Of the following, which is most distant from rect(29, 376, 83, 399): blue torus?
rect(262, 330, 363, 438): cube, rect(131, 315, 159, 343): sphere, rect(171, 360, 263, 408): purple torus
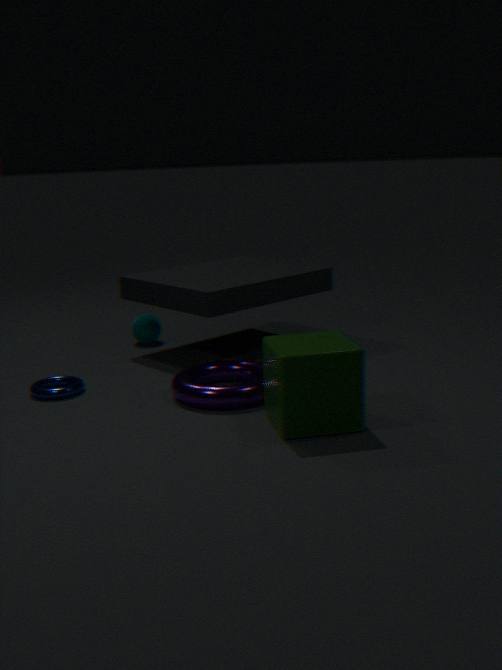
rect(262, 330, 363, 438): cube
